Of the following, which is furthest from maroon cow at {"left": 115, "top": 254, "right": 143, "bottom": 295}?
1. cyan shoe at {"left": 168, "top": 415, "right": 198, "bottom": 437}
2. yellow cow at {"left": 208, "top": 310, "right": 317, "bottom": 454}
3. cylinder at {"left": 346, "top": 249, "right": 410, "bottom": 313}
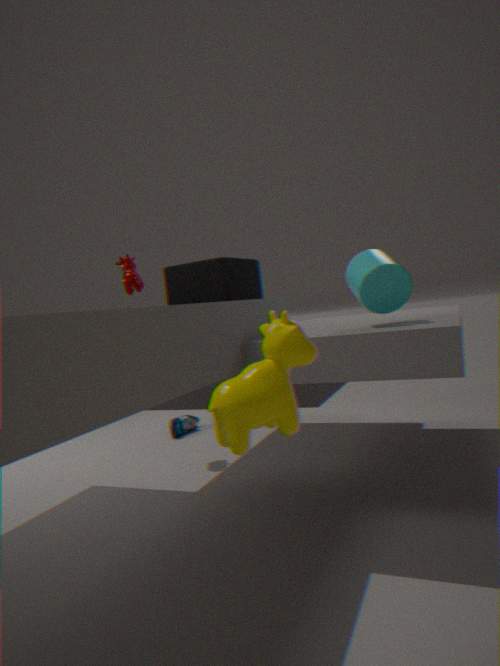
yellow cow at {"left": 208, "top": 310, "right": 317, "bottom": 454}
